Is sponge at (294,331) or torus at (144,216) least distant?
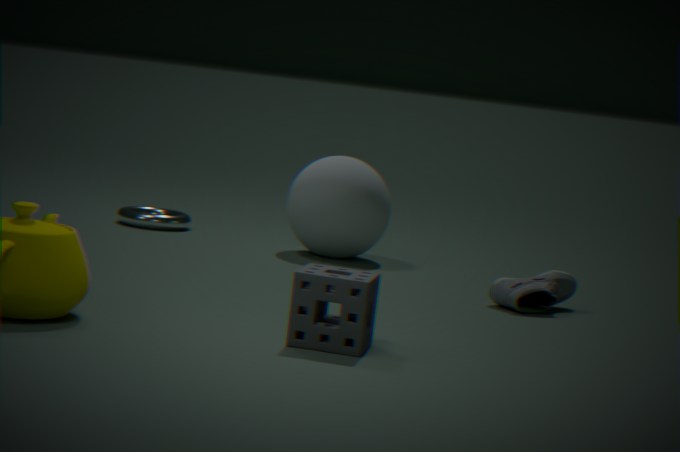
sponge at (294,331)
